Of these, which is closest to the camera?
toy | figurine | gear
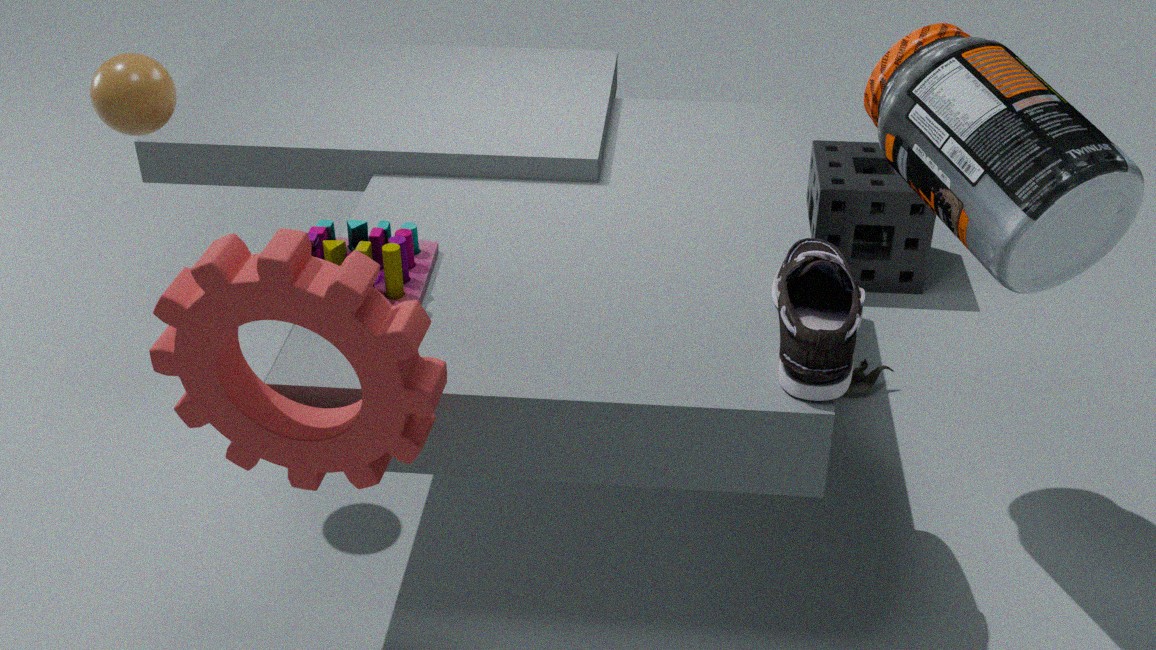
gear
